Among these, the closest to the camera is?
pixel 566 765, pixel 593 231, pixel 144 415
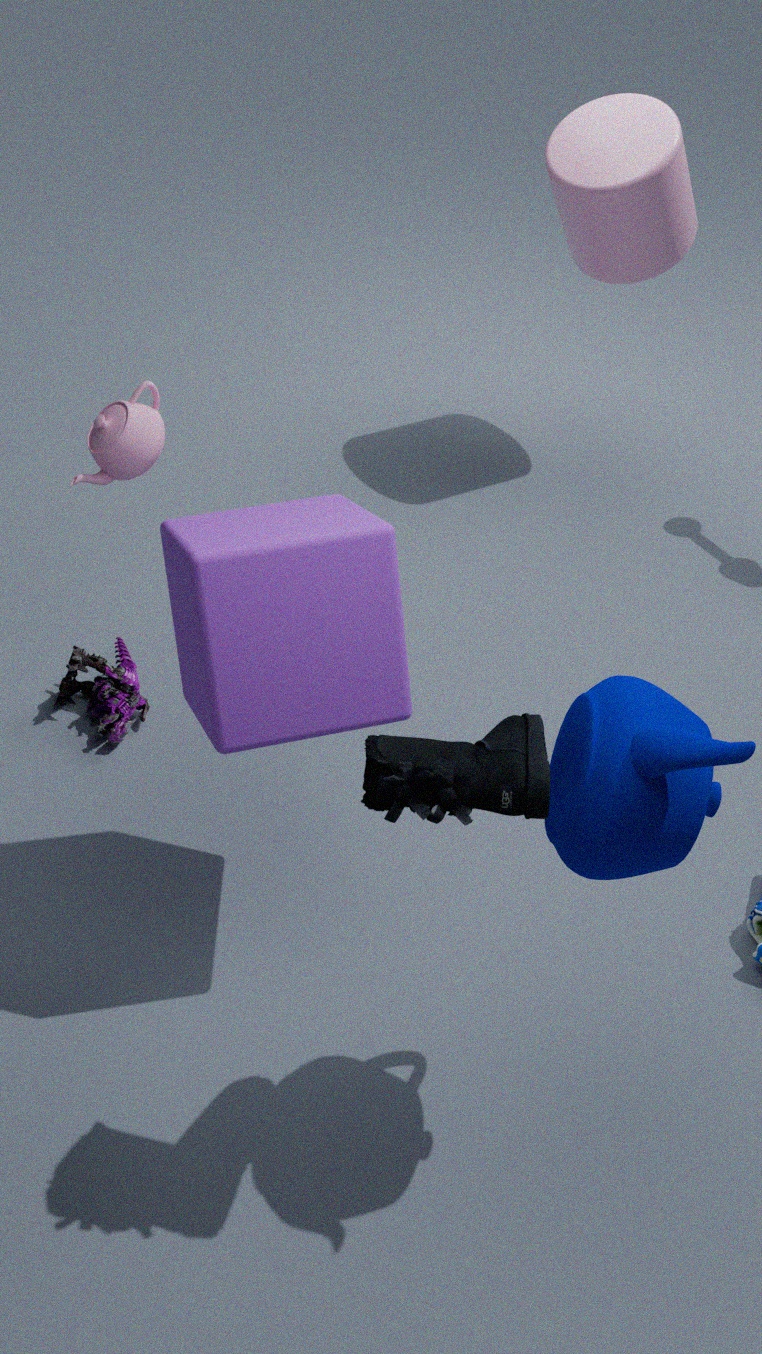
pixel 566 765
